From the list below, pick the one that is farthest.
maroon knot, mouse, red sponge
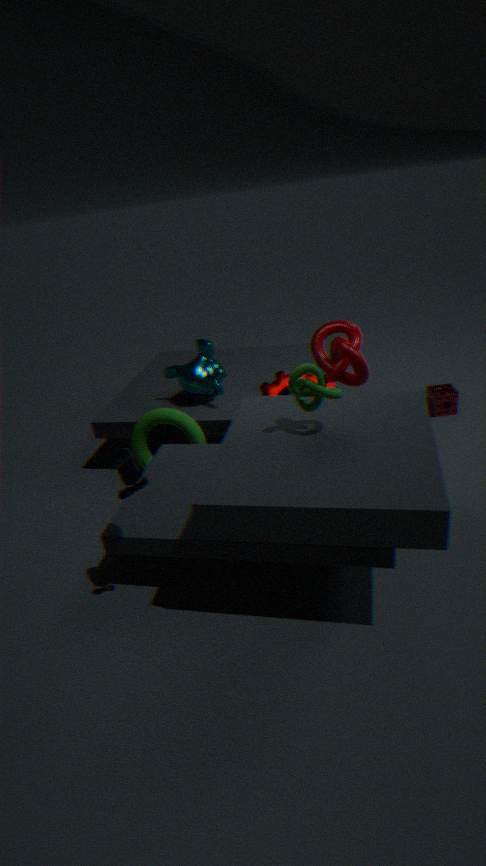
red sponge
